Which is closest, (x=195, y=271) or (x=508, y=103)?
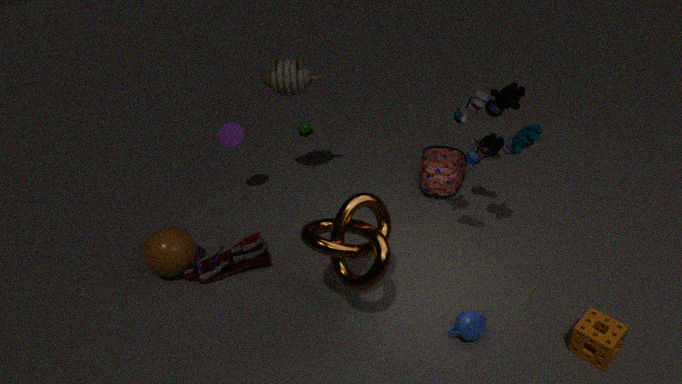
(x=508, y=103)
